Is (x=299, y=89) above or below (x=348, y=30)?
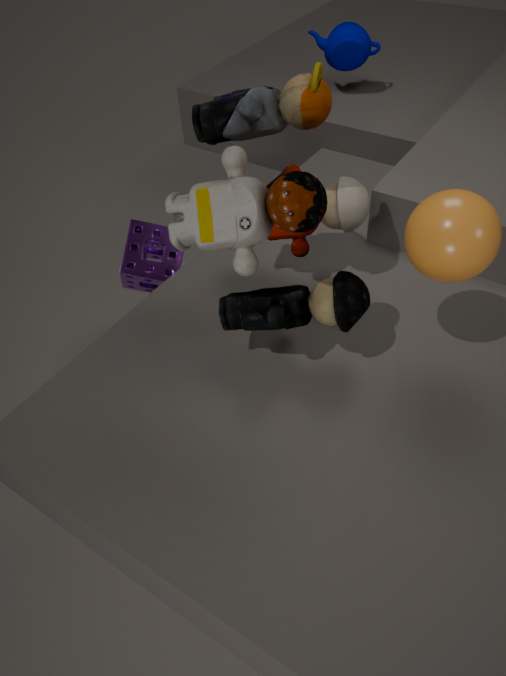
above
